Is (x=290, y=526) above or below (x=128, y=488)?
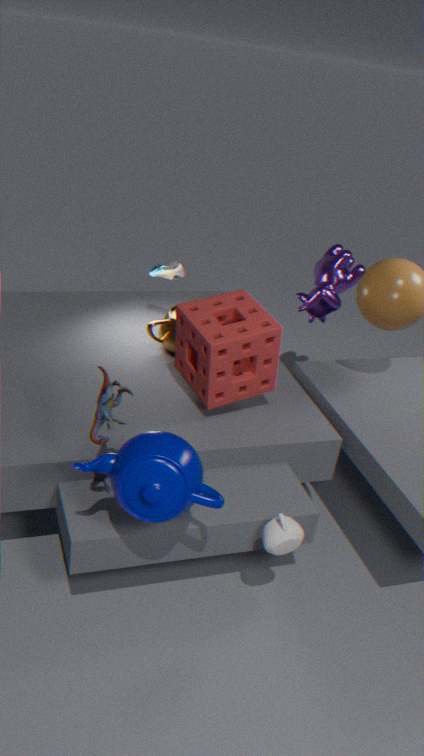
below
